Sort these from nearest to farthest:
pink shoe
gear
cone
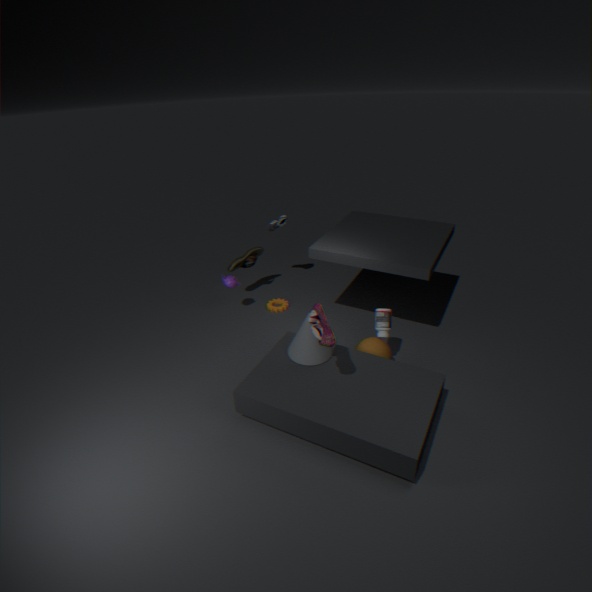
pink shoe, cone, gear
